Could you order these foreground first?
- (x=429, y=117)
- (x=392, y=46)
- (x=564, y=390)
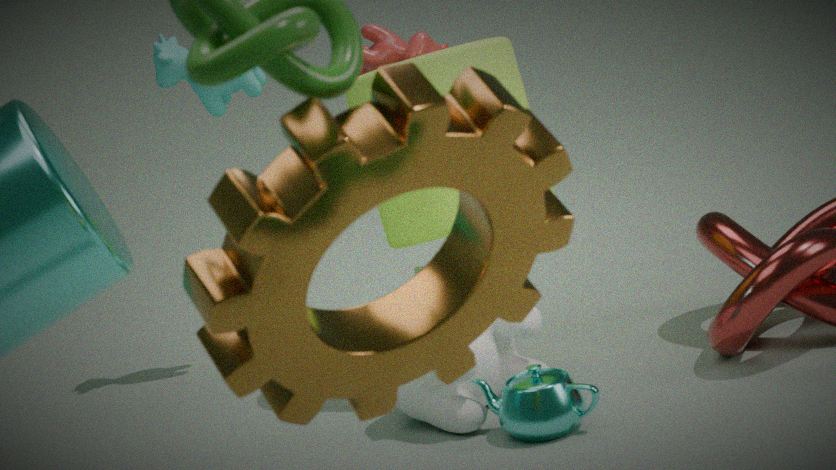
(x=429, y=117)
(x=564, y=390)
(x=392, y=46)
